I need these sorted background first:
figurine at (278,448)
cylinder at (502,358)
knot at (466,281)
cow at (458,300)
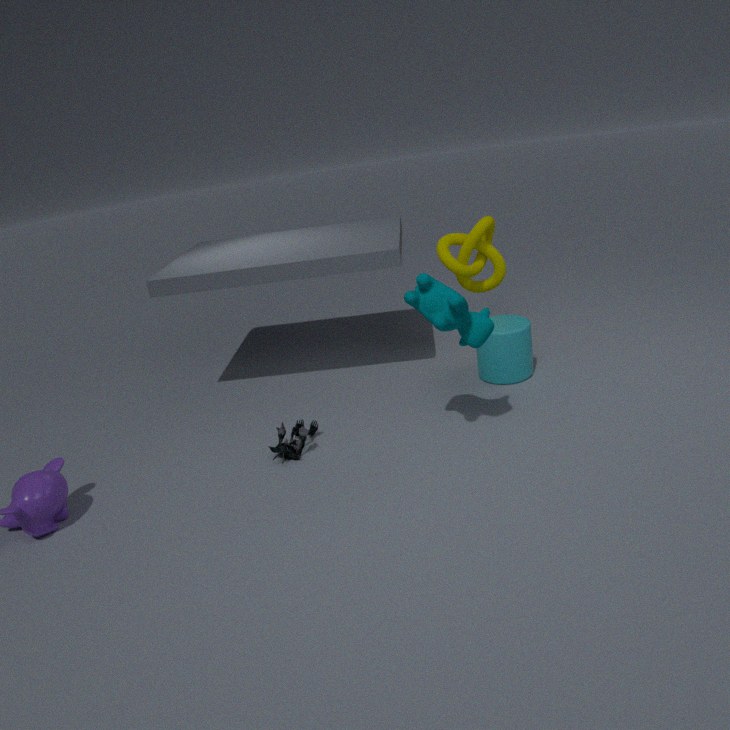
knot at (466,281) → cylinder at (502,358) → figurine at (278,448) → cow at (458,300)
